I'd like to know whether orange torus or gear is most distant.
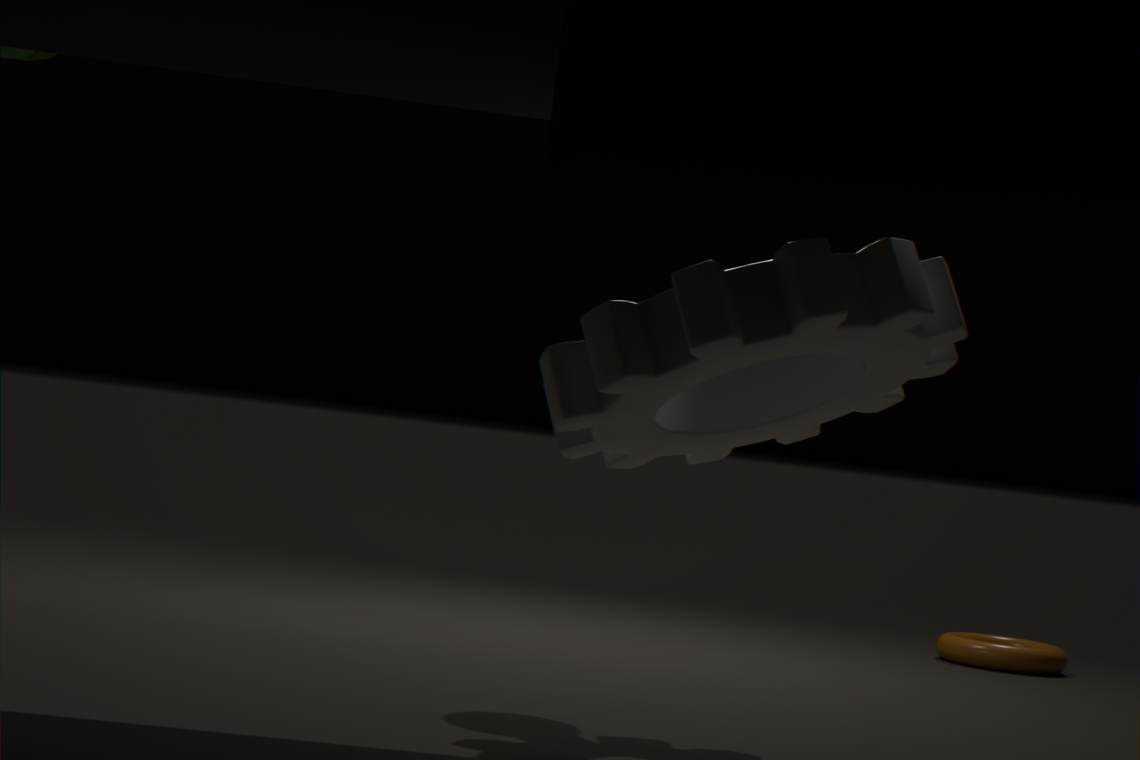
orange torus
